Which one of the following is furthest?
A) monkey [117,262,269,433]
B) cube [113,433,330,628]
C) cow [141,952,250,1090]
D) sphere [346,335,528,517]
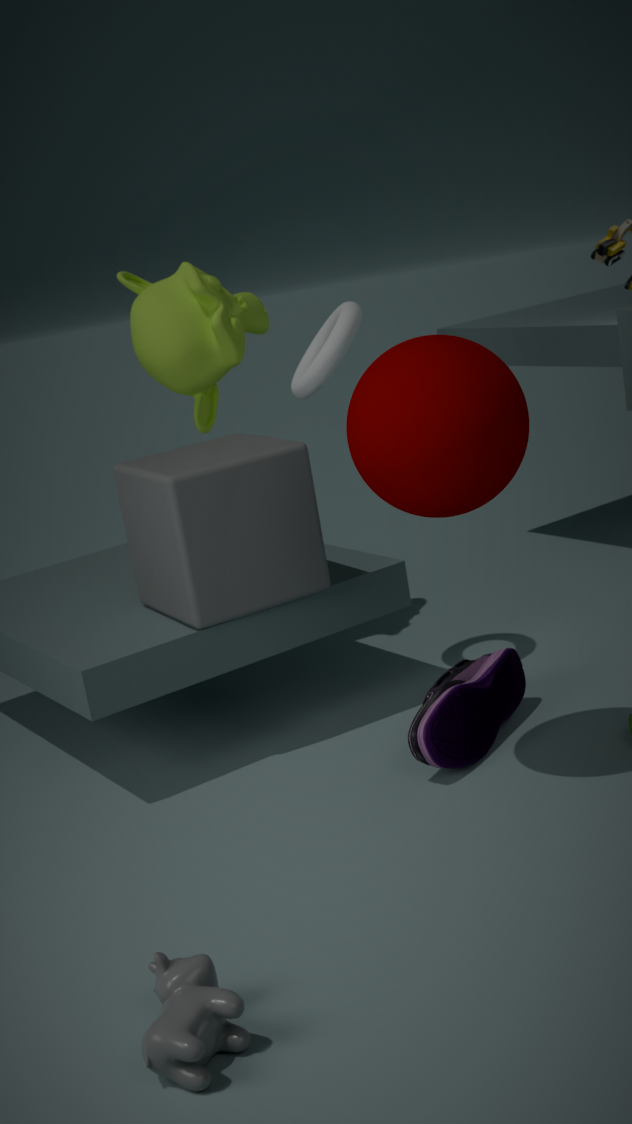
monkey [117,262,269,433]
